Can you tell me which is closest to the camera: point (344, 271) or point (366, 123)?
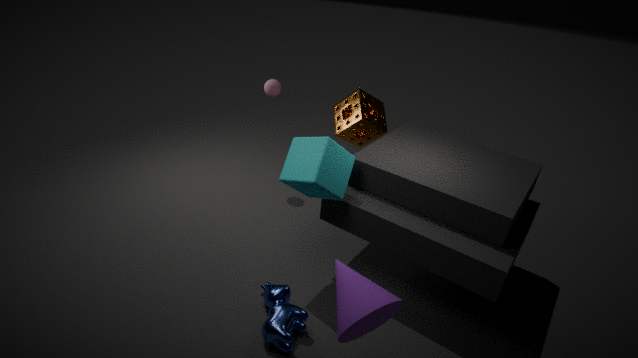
point (344, 271)
